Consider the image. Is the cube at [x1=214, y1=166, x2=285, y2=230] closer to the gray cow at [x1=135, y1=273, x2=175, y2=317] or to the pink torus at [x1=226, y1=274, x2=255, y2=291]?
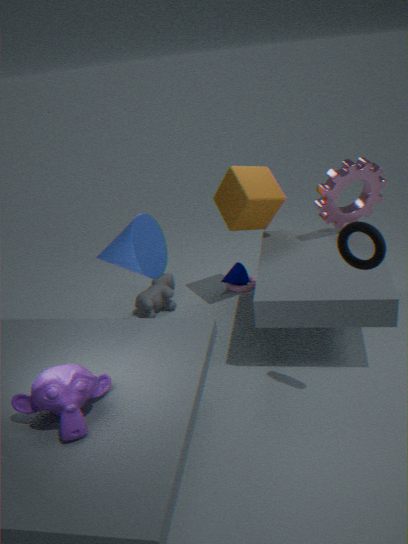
the pink torus at [x1=226, y1=274, x2=255, y2=291]
